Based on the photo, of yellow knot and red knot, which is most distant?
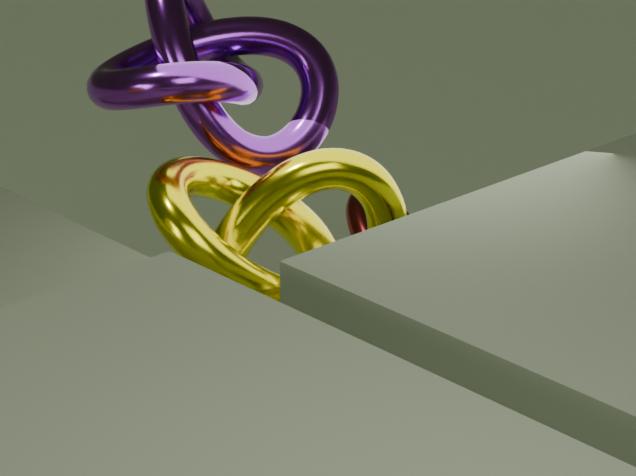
red knot
